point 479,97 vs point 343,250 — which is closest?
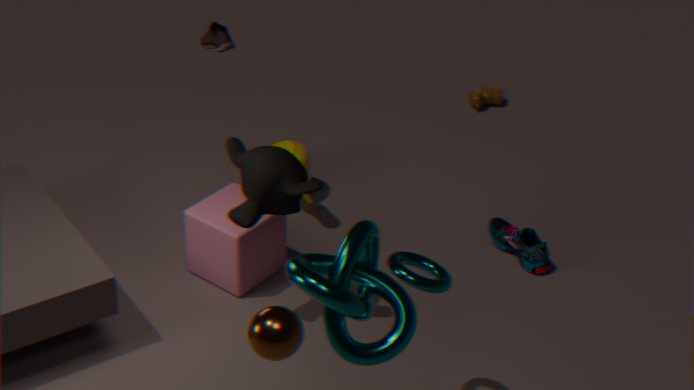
point 343,250
